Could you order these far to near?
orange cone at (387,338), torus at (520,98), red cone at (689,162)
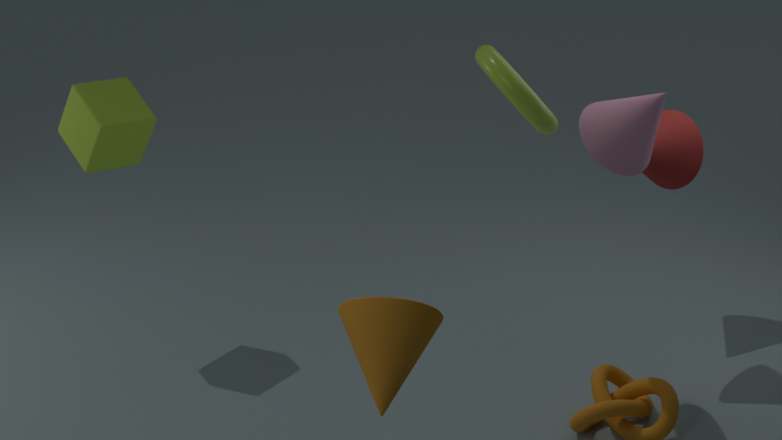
red cone at (689,162) < torus at (520,98) < orange cone at (387,338)
